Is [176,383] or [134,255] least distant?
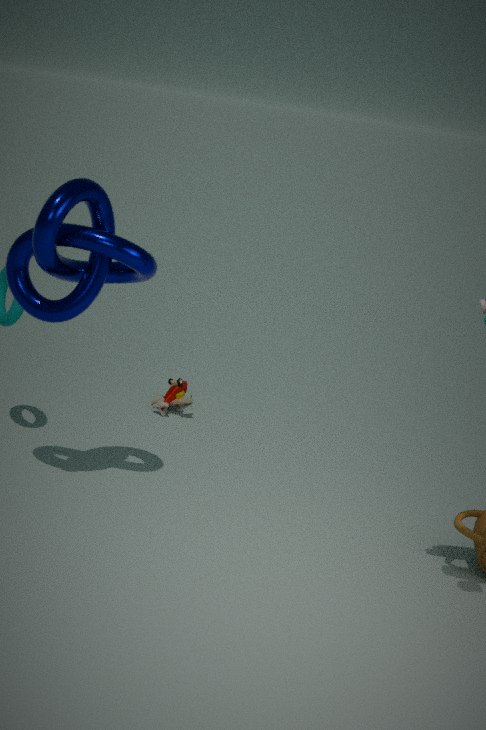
[134,255]
